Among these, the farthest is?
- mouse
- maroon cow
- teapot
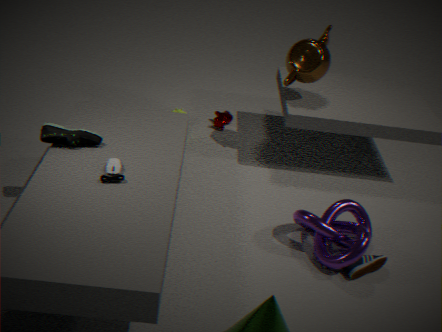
maroon cow
